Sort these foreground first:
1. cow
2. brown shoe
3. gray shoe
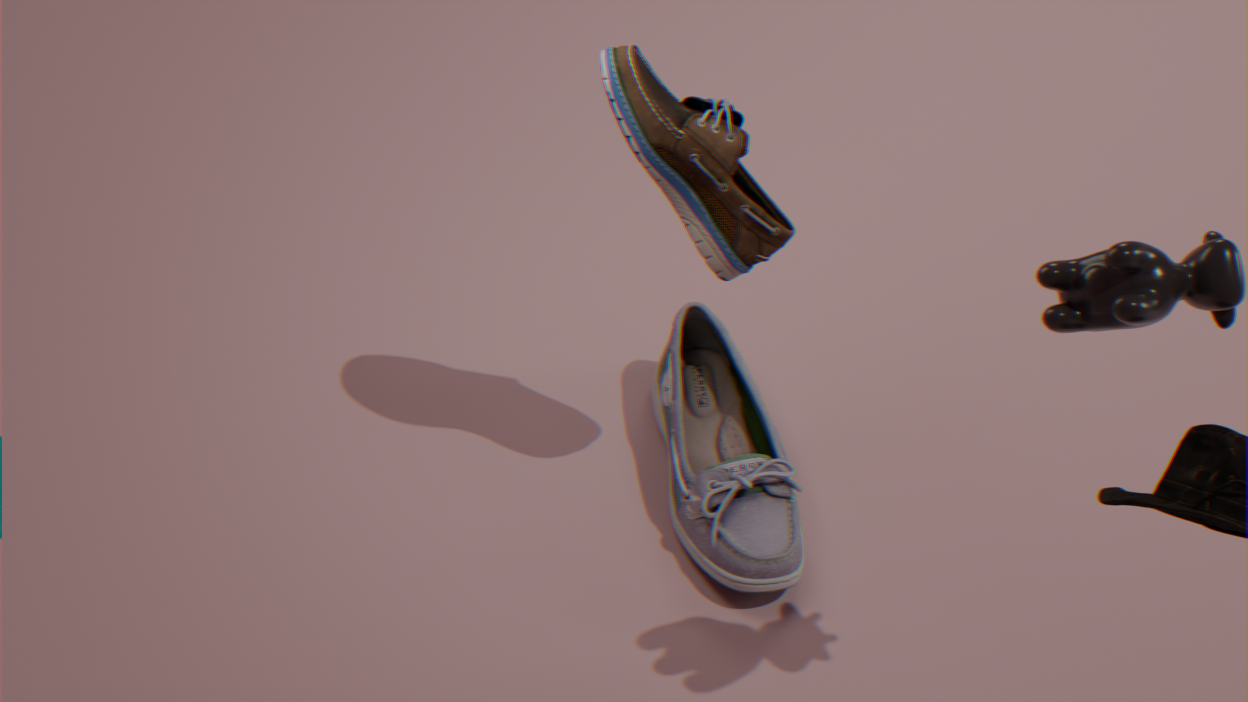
cow → brown shoe → gray shoe
